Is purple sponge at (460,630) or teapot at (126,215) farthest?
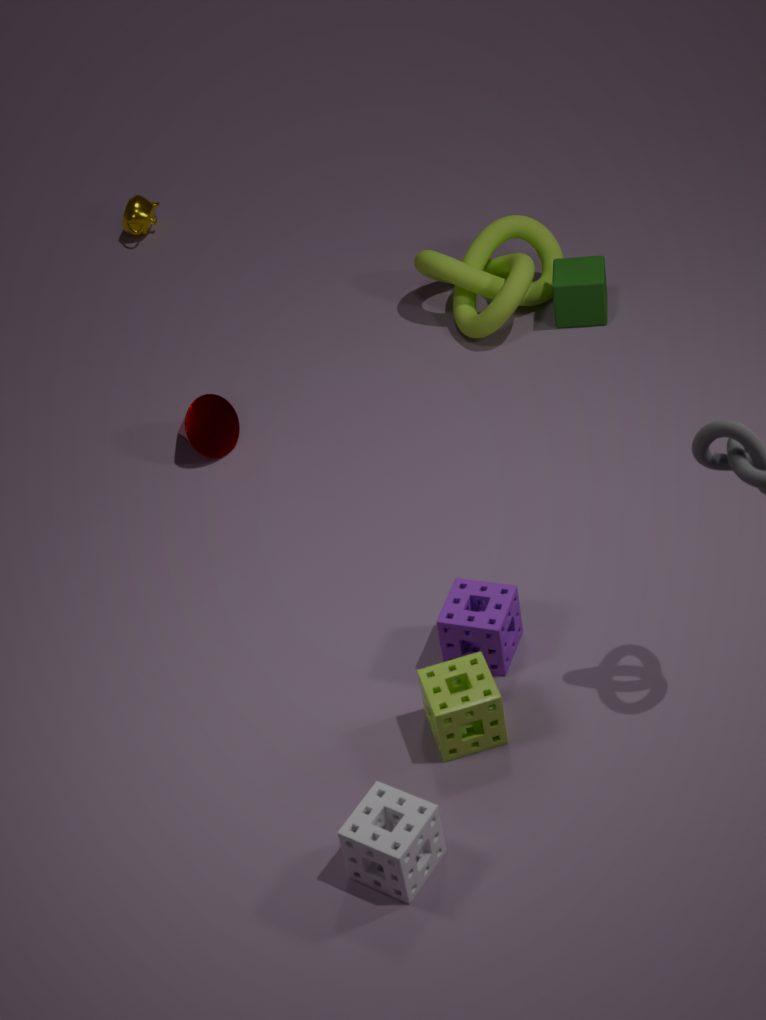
teapot at (126,215)
